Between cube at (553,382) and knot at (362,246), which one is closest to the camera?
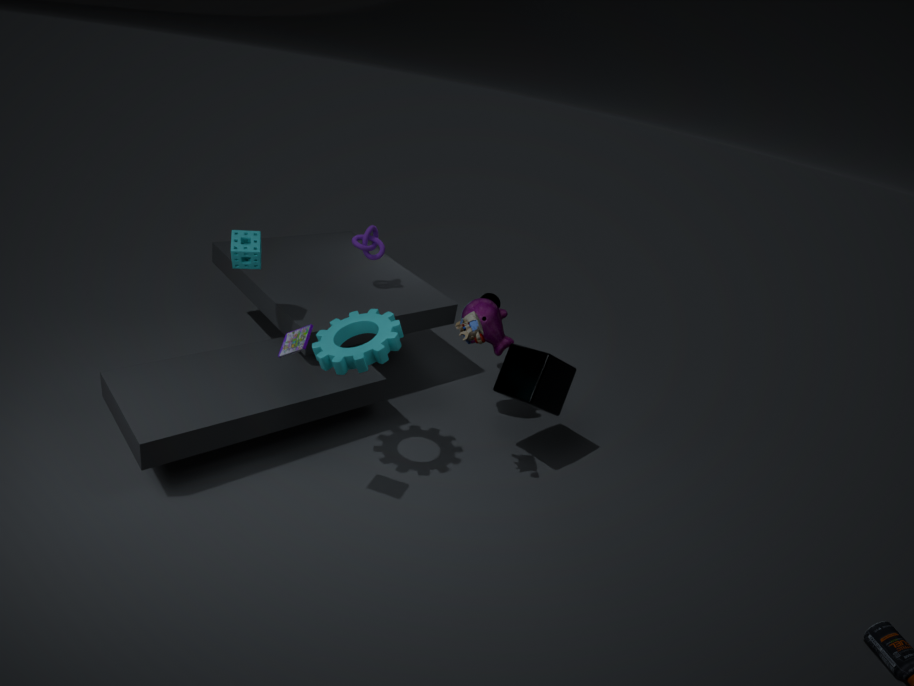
cube at (553,382)
